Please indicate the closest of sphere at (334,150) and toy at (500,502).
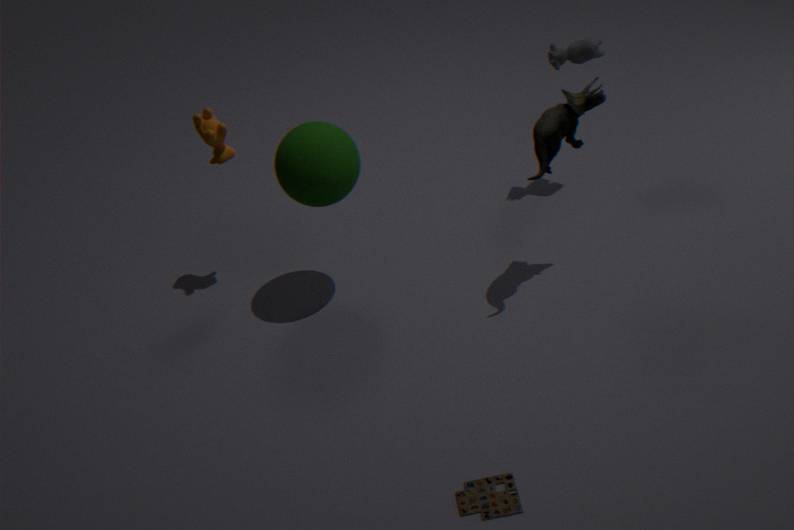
toy at (500,502)
